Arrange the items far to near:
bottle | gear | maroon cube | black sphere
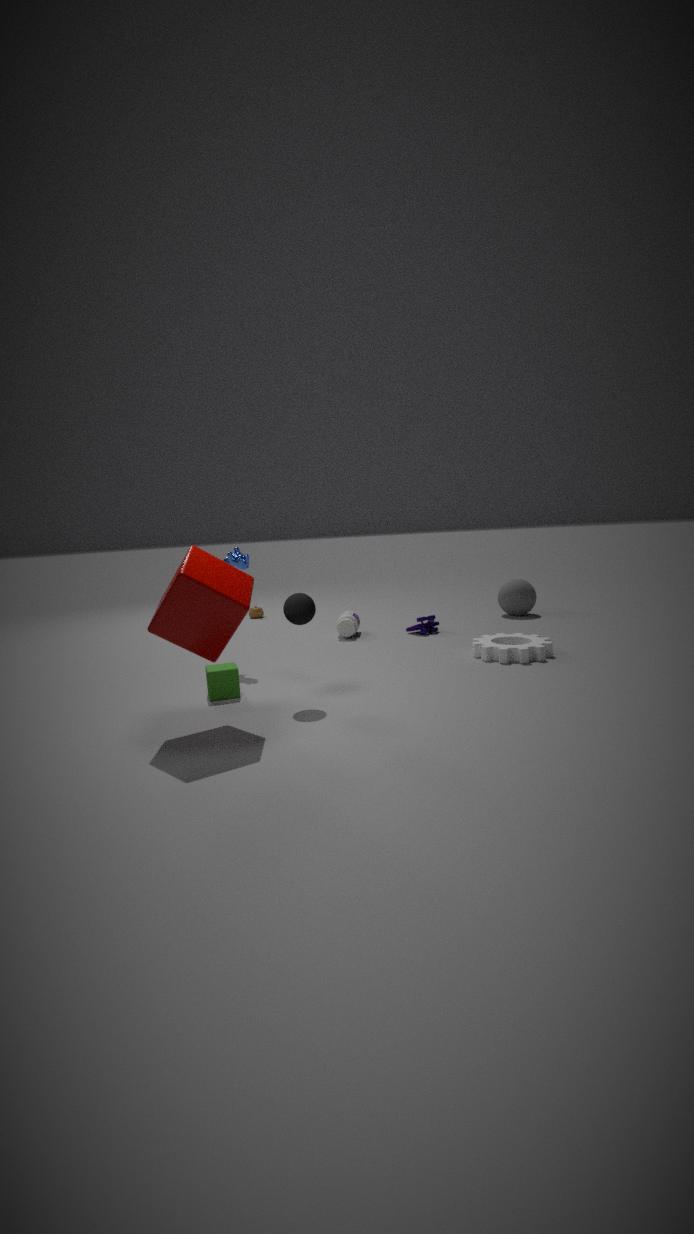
bottle → gear → black sphere → maroon cube
